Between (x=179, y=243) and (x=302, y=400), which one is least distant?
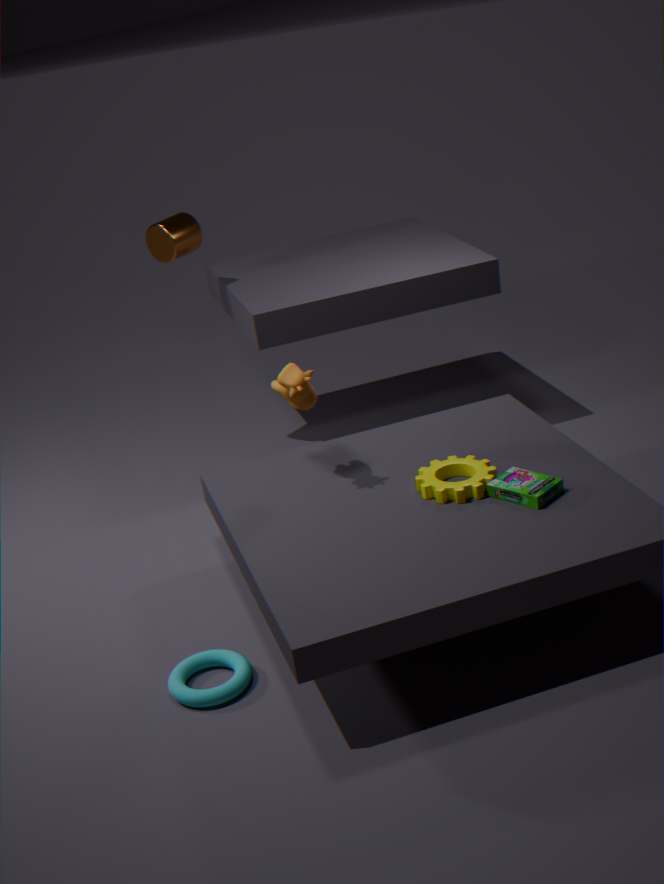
(x=302, y=400)
